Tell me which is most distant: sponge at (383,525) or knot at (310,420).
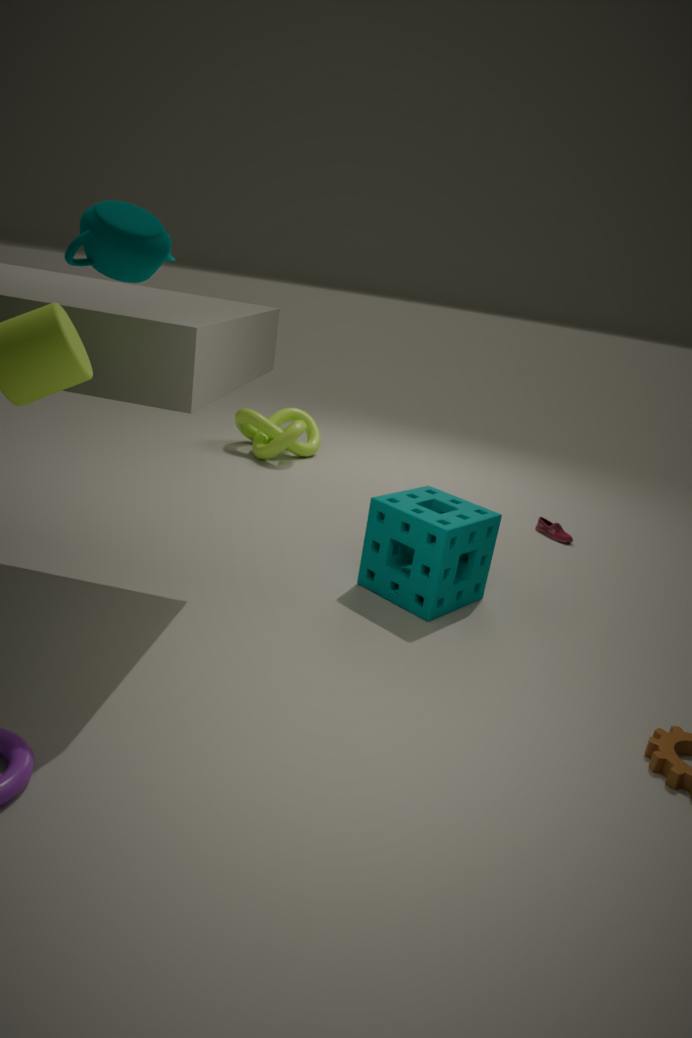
knot at (310,420)
